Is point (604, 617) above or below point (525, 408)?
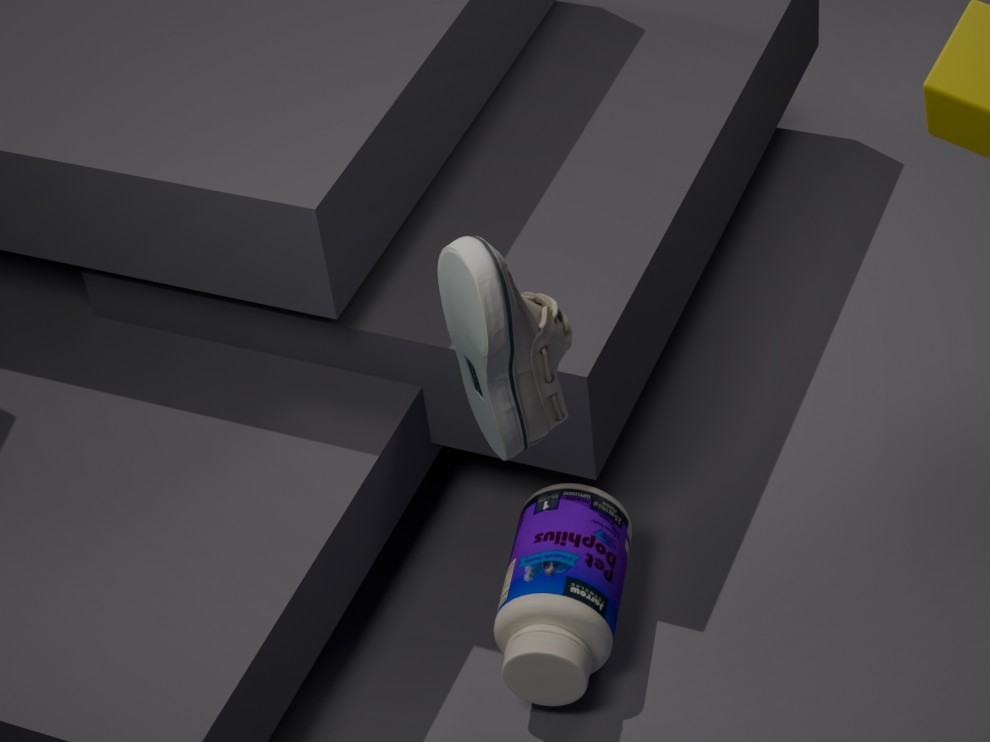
below
